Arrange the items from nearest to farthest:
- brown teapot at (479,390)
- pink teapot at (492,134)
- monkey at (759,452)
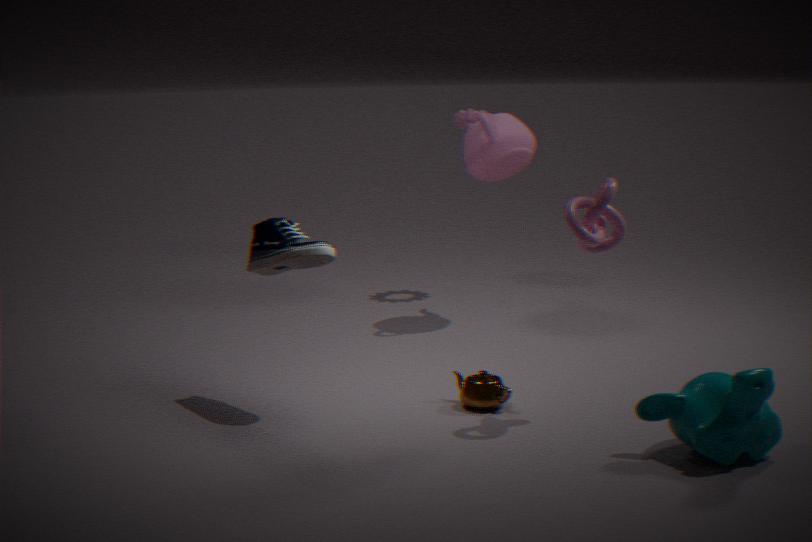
monkey at (759,452)
brown teapot at (479,390)
pink teapot at (492,134)
